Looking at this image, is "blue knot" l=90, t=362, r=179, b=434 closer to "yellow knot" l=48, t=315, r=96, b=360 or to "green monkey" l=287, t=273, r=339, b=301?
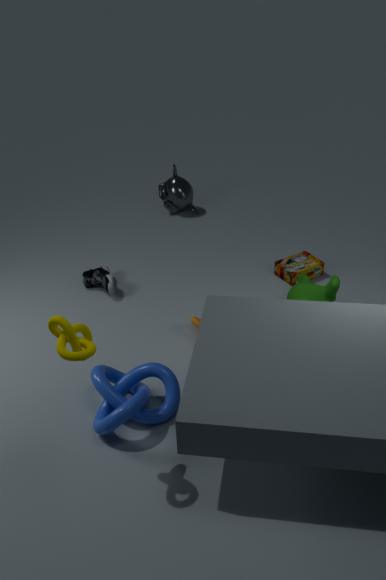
"yellow knot" l=48, t=315, r=96, b=360
